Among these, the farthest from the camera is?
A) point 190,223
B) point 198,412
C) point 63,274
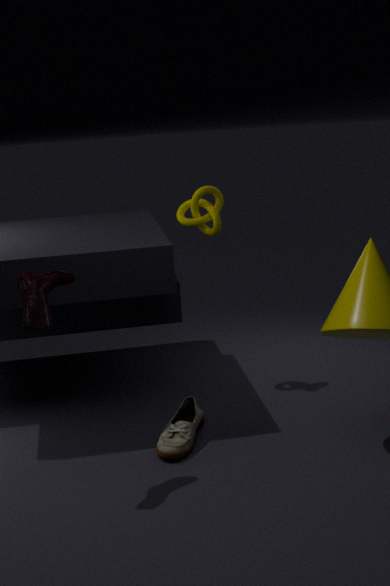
point 190,223
